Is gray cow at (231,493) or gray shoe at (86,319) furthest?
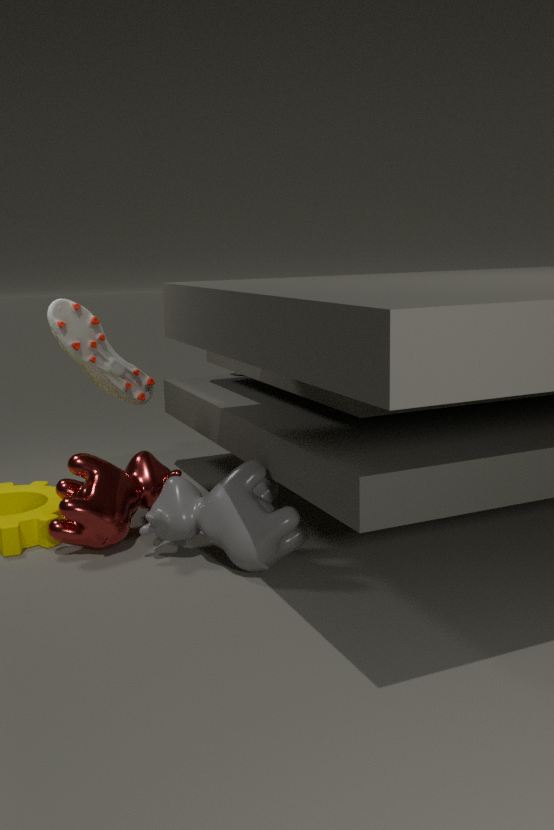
gray shoe at (86,319)
